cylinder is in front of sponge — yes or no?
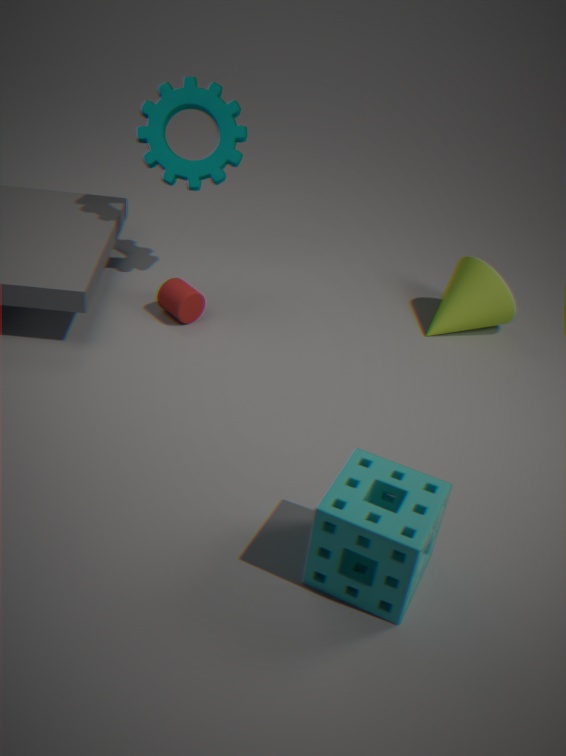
No
